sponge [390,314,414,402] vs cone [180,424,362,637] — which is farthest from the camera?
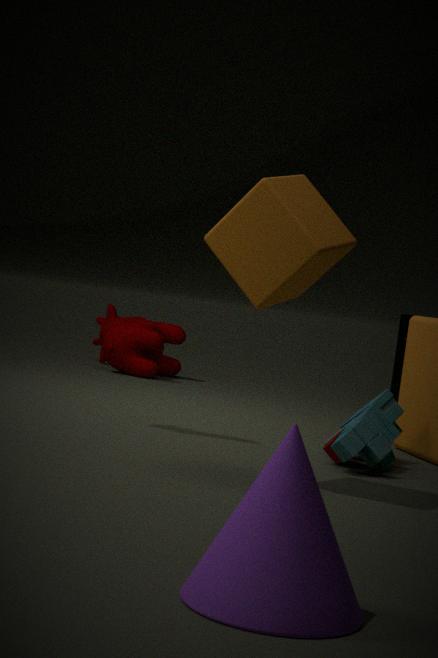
sponge [390,314,414,402]
